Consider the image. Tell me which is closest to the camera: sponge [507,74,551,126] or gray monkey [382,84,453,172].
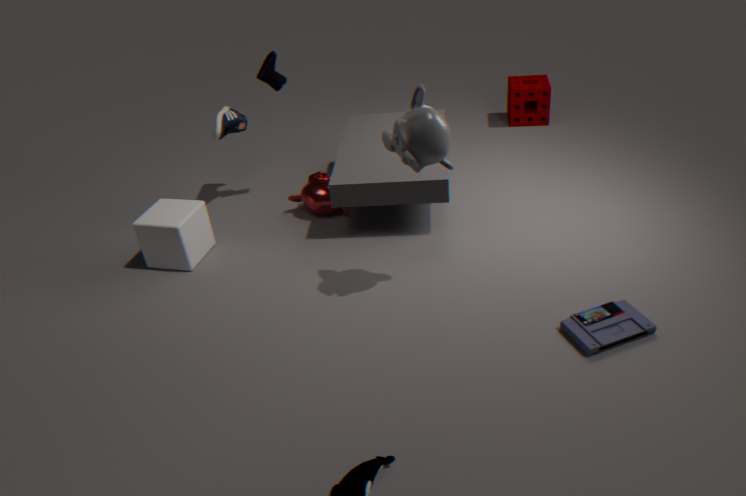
gray monkey [382,84,453,172]
